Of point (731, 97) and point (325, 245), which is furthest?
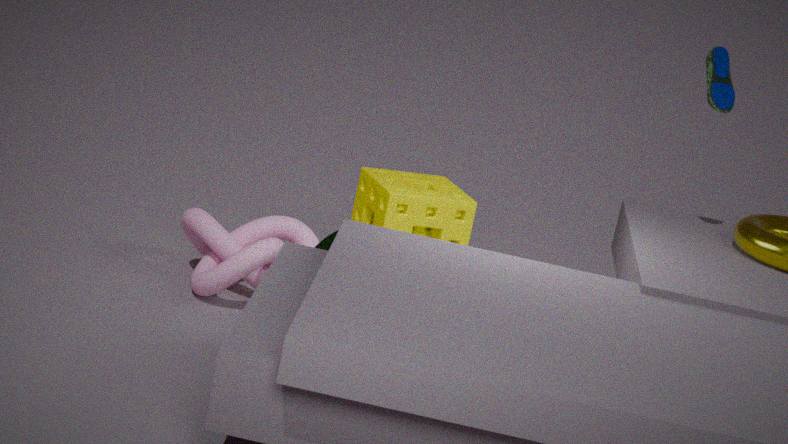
point (731, 97)
